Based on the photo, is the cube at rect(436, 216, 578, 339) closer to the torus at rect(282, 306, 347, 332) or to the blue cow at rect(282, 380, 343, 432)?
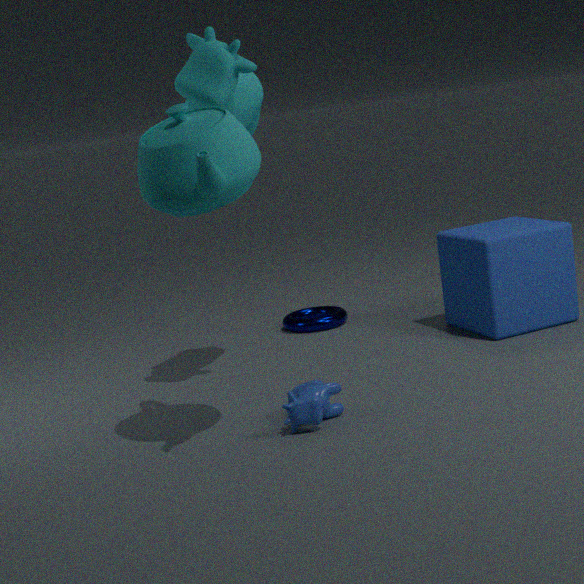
the torus at rect(282, 306, 347, 332)
